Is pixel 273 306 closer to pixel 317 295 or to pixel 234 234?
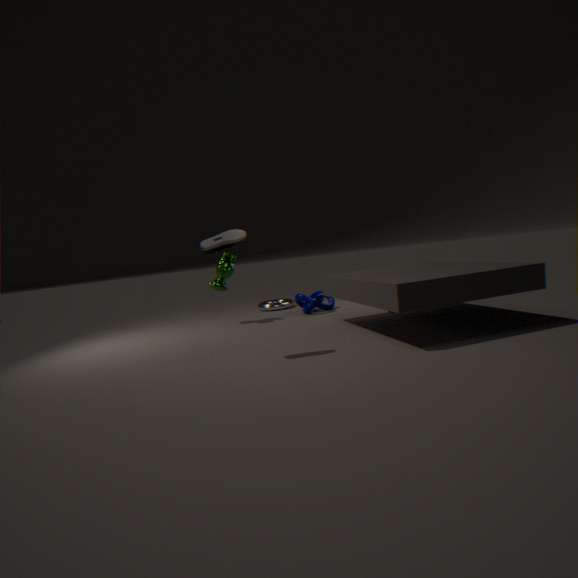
pixel 317 295
